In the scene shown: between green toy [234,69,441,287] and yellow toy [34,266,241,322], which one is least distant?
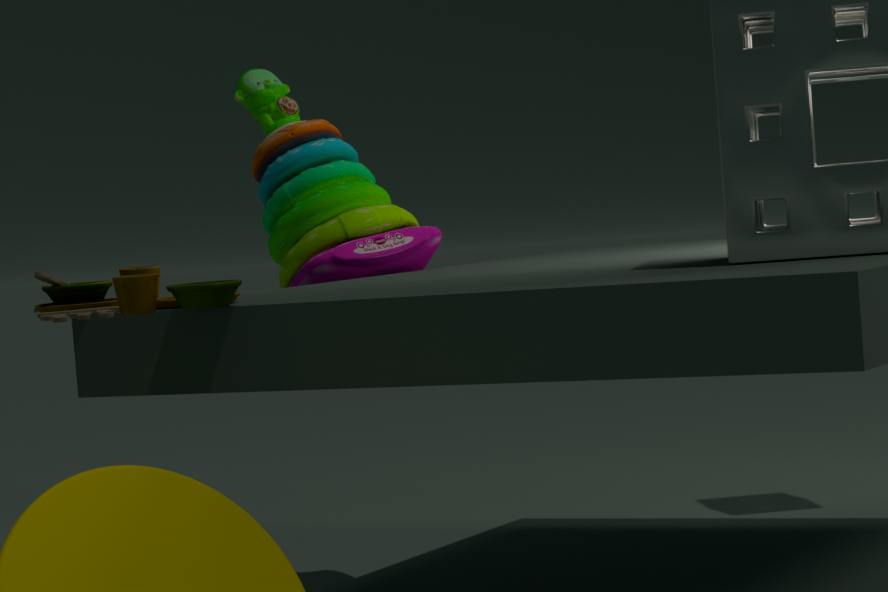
yellow toy [34,266,241,322]
